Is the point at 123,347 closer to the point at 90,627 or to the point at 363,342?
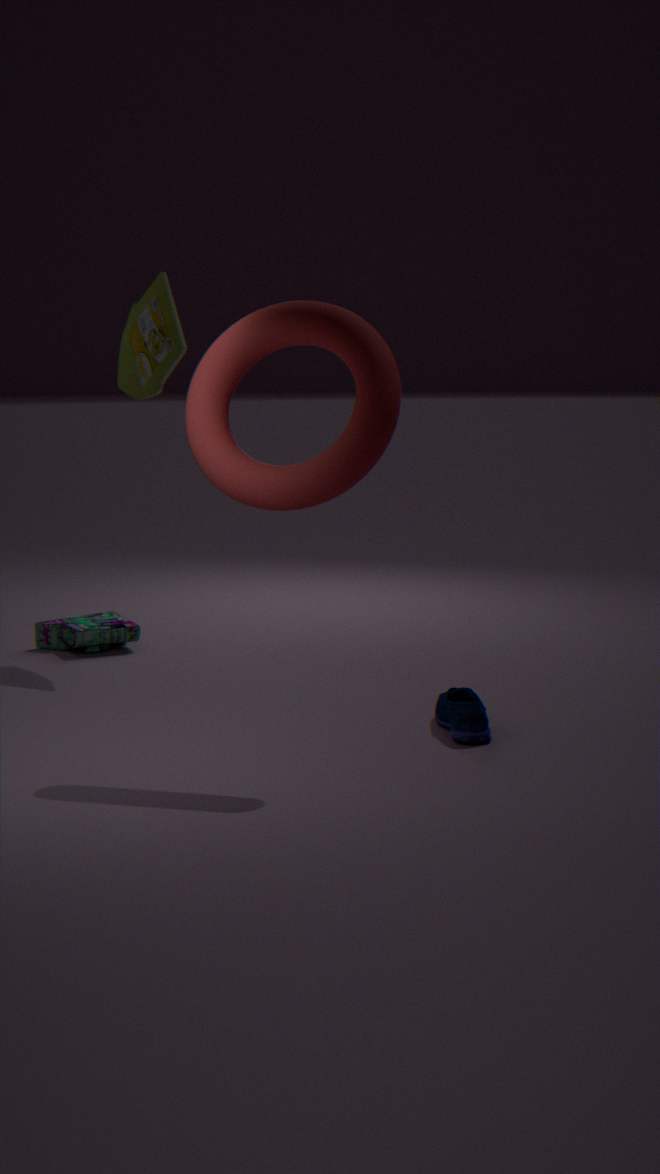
the point at 90,627
